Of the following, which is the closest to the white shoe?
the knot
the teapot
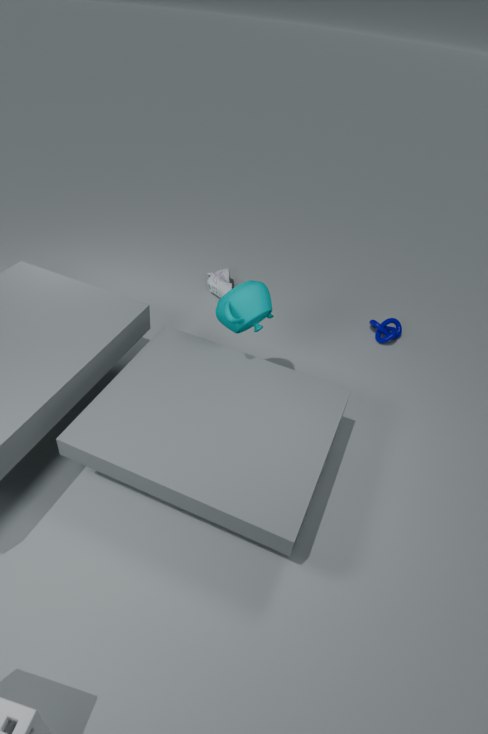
the teapot
